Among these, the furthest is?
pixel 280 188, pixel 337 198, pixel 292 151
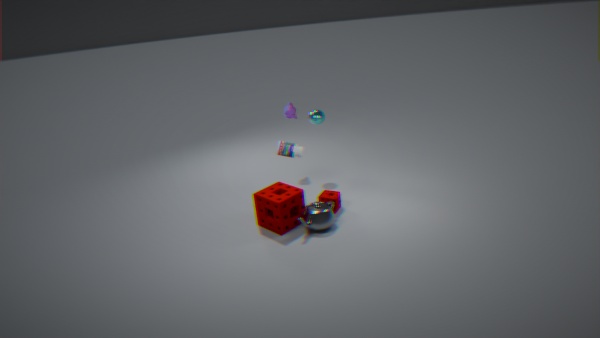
pixel 292 151
